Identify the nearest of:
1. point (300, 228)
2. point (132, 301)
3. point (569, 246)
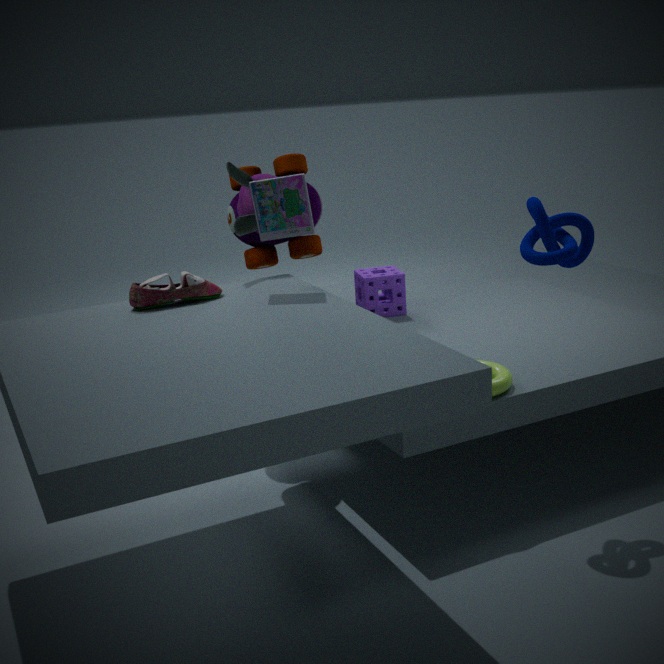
point (569, 246)
